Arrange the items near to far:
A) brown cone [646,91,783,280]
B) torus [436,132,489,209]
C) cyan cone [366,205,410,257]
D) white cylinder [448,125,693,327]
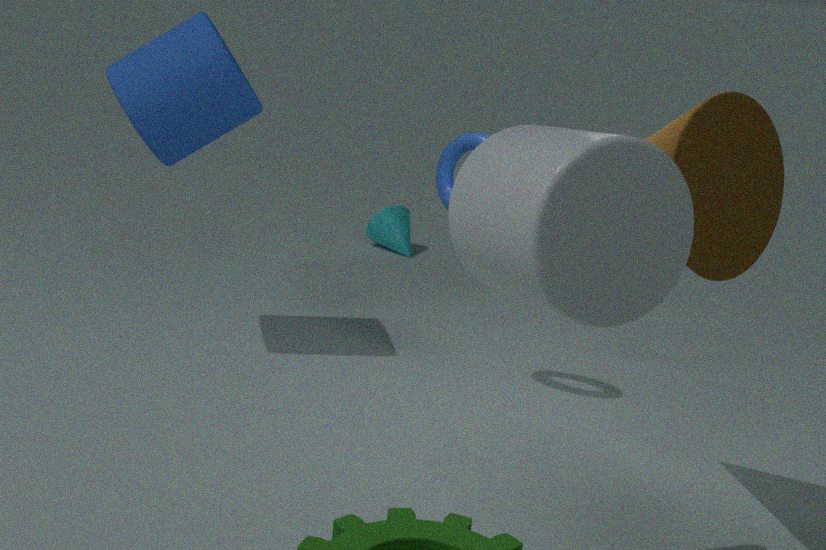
1. white cylinder [448,125,693,327]
2. brown cone [646,91,783,280]
3. torus [436,132,489,209]
4. cyan cone [366,205,410,257]
